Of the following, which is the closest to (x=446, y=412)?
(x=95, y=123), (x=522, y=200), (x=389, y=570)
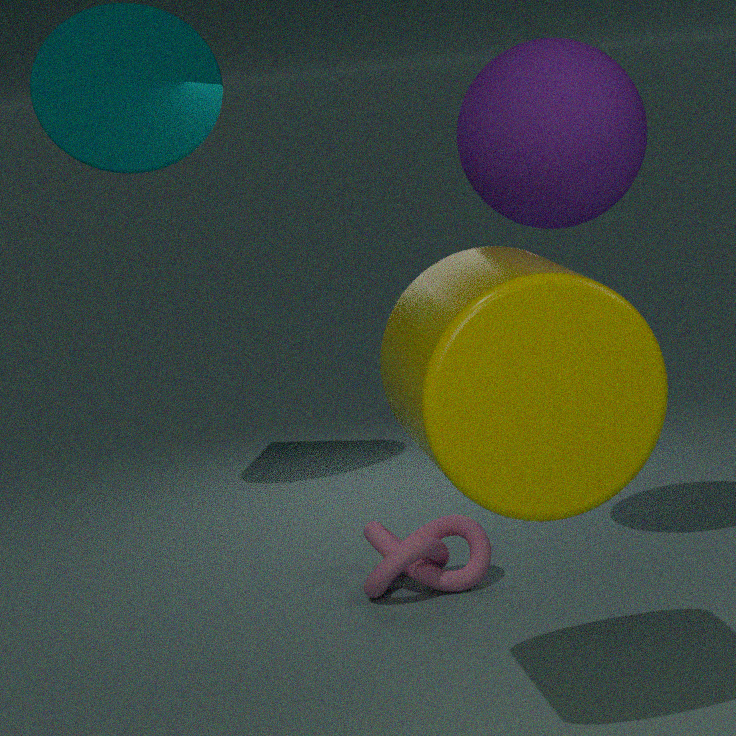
(x=522, y=200)
